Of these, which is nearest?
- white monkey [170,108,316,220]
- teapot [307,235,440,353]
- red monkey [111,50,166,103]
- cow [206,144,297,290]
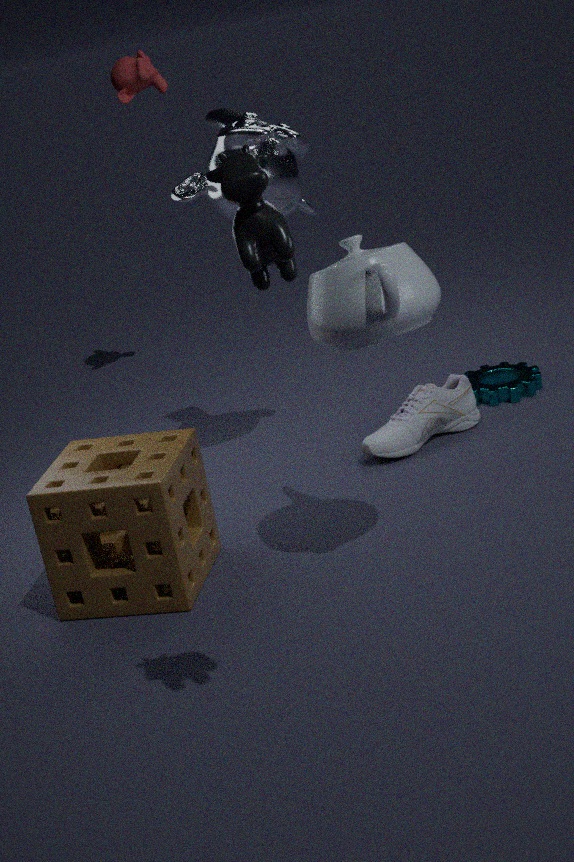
cow [206,144,297,290]
